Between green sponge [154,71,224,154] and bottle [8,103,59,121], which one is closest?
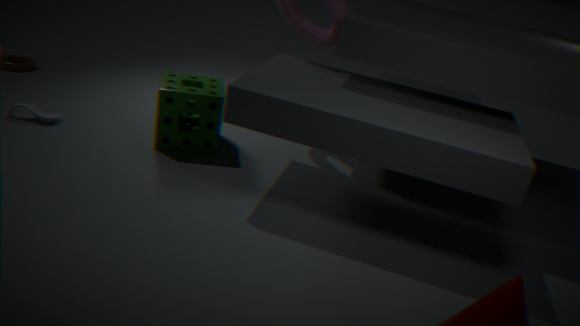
green sponge [154,71,224,154]
